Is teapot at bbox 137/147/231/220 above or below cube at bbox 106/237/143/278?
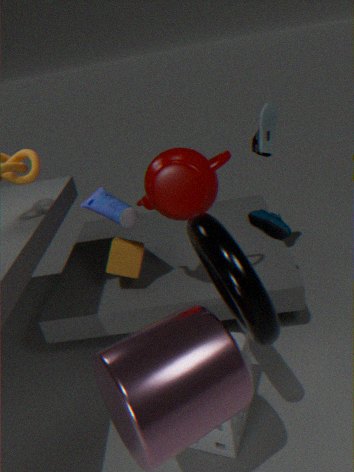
above
